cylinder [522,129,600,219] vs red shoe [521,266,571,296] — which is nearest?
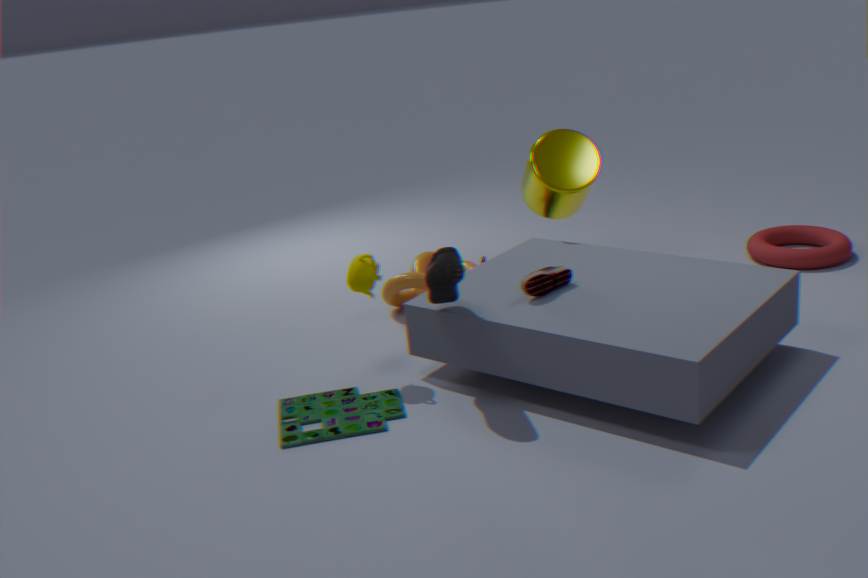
red shoe [521,266,571,296]
